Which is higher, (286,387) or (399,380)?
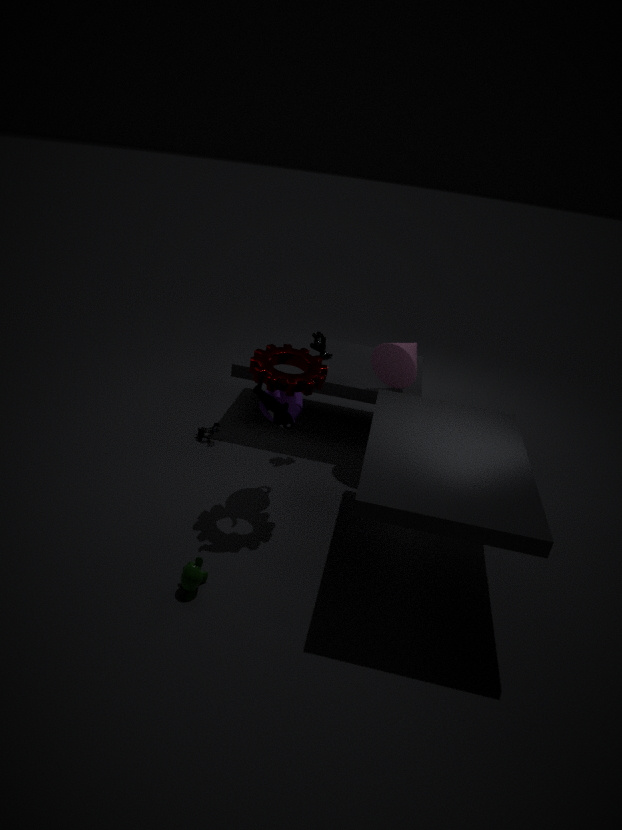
(286,387)
